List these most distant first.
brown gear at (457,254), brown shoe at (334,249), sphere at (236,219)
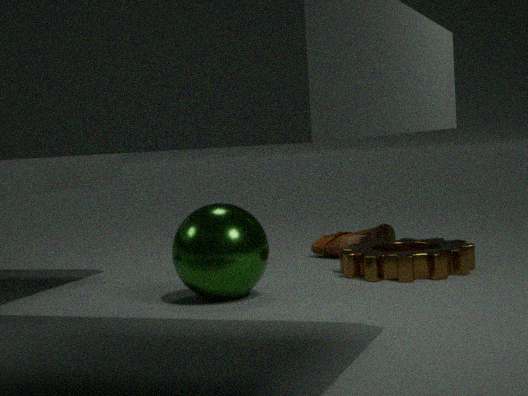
brown shoe at (334,249) → brown gear at (457,254) → sphere at (236,219)
